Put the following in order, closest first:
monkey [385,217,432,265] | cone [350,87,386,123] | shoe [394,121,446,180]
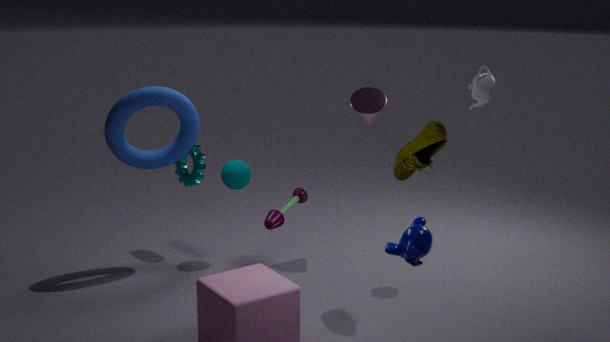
monkey [385,217,432,265], shoe [394,121,446,180], cone [350,87,386,123]
